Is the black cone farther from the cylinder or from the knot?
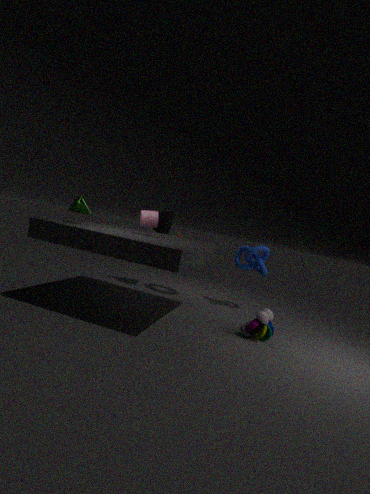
the knot
